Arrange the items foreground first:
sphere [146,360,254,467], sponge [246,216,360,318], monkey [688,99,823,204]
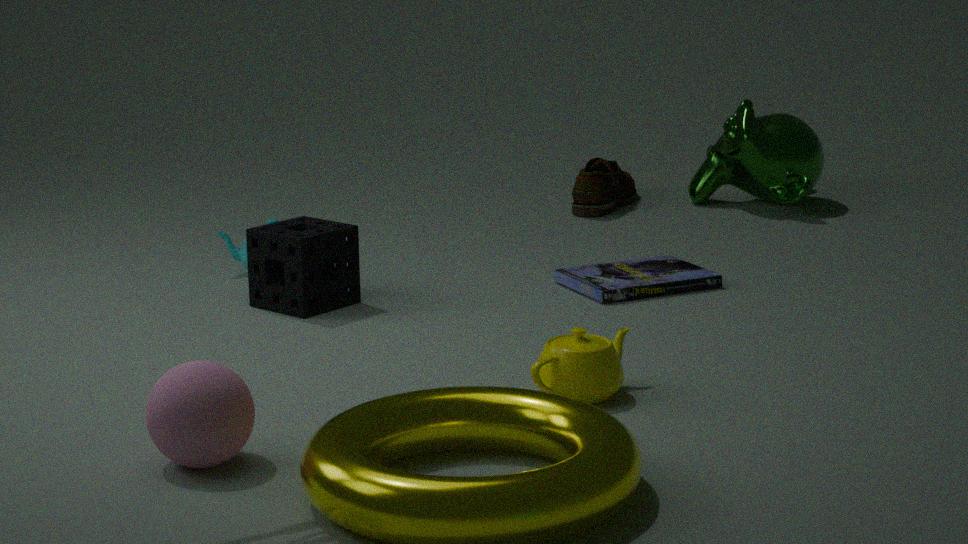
1. sphere [146,360,254,467]
2. sponge [246,216,360,318]
3. monkey [688,99,823,204]
